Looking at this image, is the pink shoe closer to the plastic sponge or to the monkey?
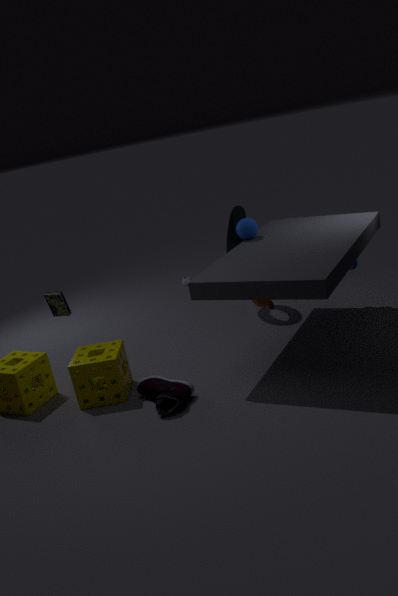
the plastic sponge
